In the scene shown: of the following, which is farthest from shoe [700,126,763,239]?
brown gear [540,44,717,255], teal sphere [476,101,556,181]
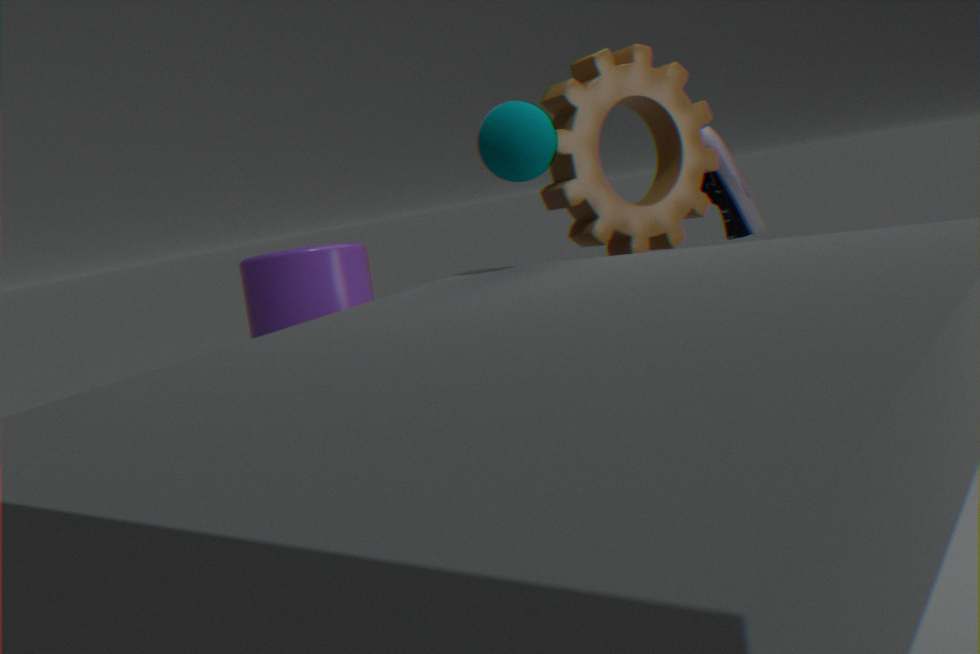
teal sphere [476,101,556,181]
